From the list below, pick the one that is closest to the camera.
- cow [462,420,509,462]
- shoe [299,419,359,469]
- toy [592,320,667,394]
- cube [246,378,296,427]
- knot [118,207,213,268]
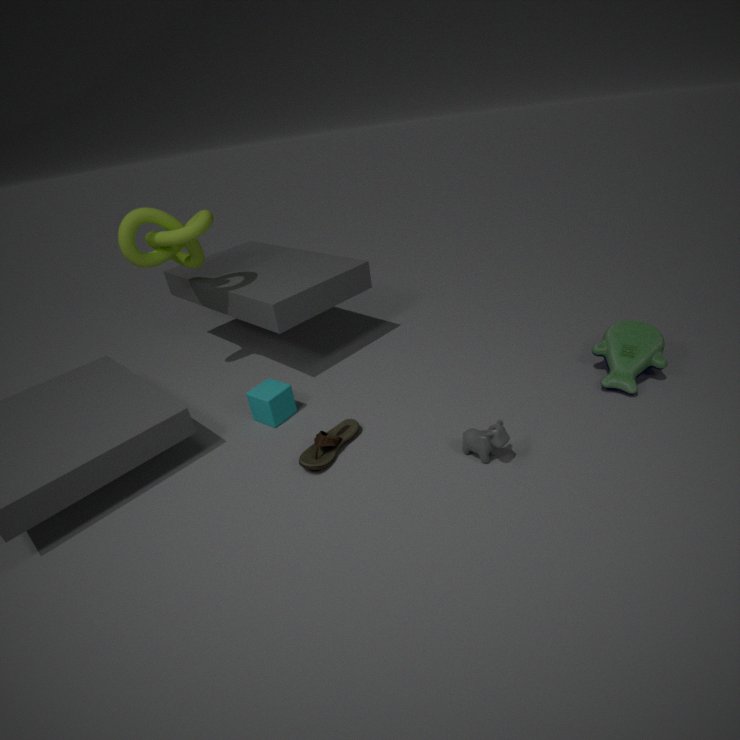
cow [462,420,509,462]
